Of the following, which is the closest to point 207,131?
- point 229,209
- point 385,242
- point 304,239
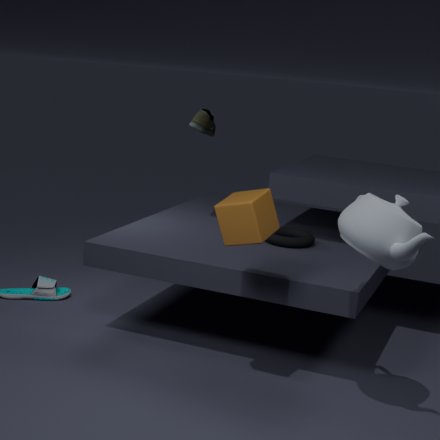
point 304,239
